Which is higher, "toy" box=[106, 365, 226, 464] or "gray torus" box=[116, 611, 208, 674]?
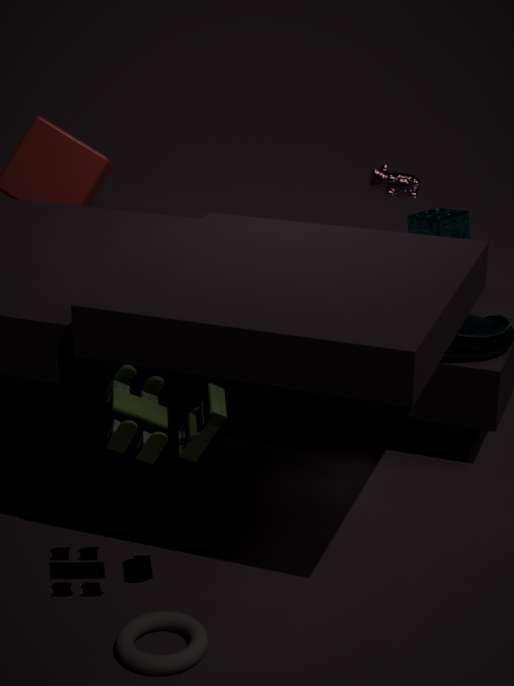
"toy" box=[106, 365, 226, 464]
